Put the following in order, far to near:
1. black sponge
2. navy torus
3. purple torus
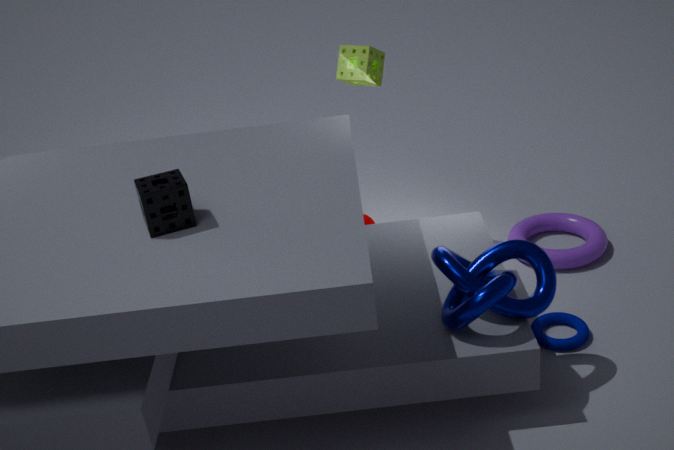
purple torus < navy torus < black sponge
